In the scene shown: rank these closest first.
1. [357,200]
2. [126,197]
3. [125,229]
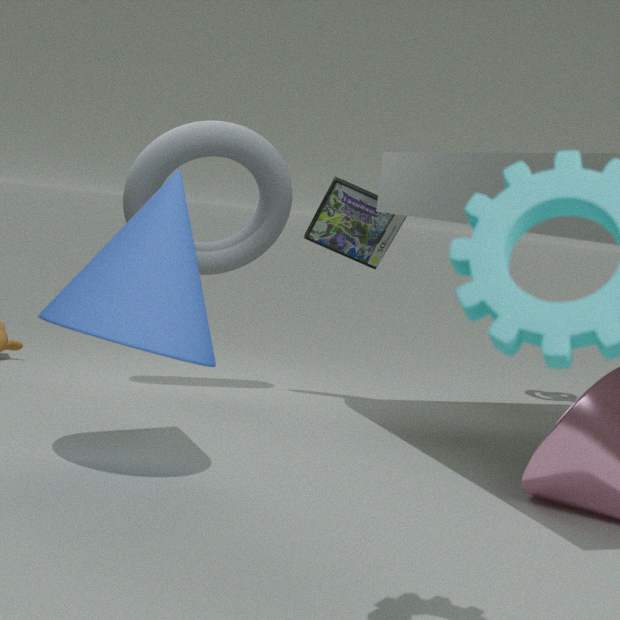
1. [125,229]
2. [126,197]
3. [357,200]
